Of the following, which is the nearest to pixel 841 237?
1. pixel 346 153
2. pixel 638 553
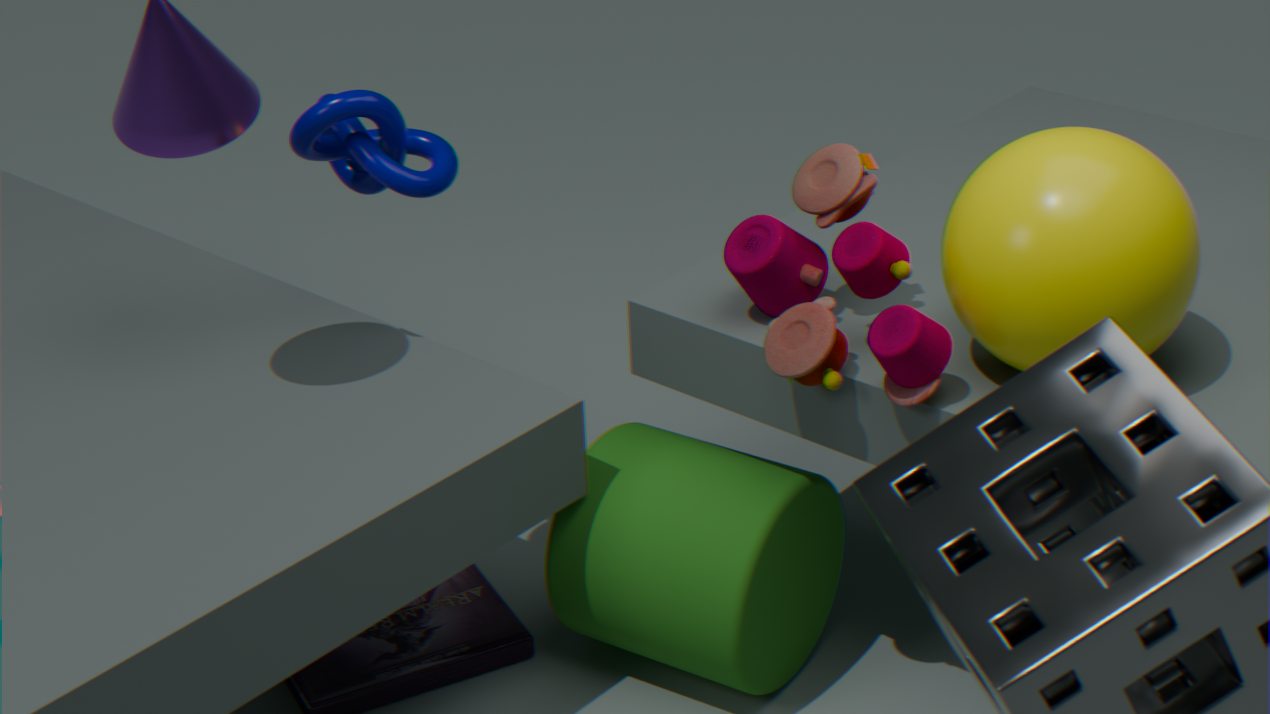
pixel 638 553
